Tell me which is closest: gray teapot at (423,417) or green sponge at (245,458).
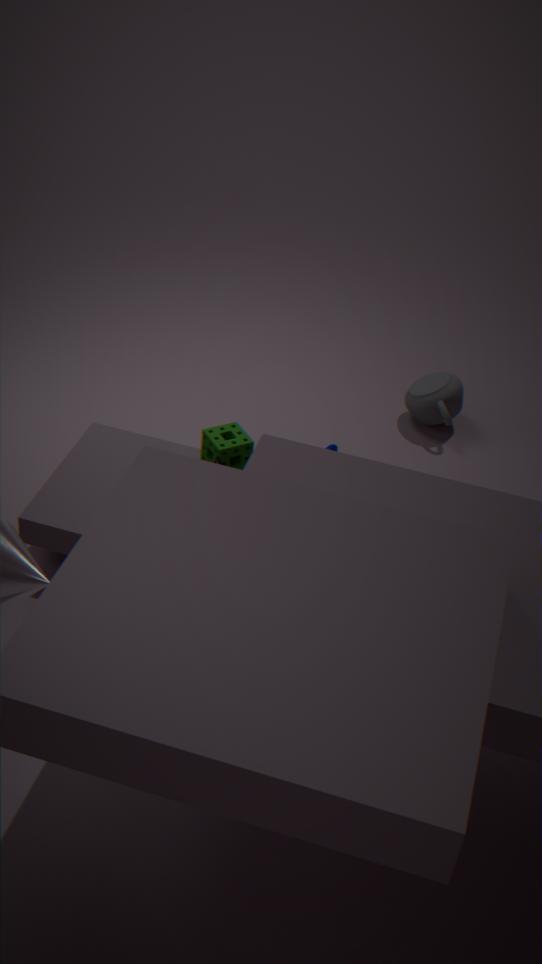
green sponge at (245,458)
